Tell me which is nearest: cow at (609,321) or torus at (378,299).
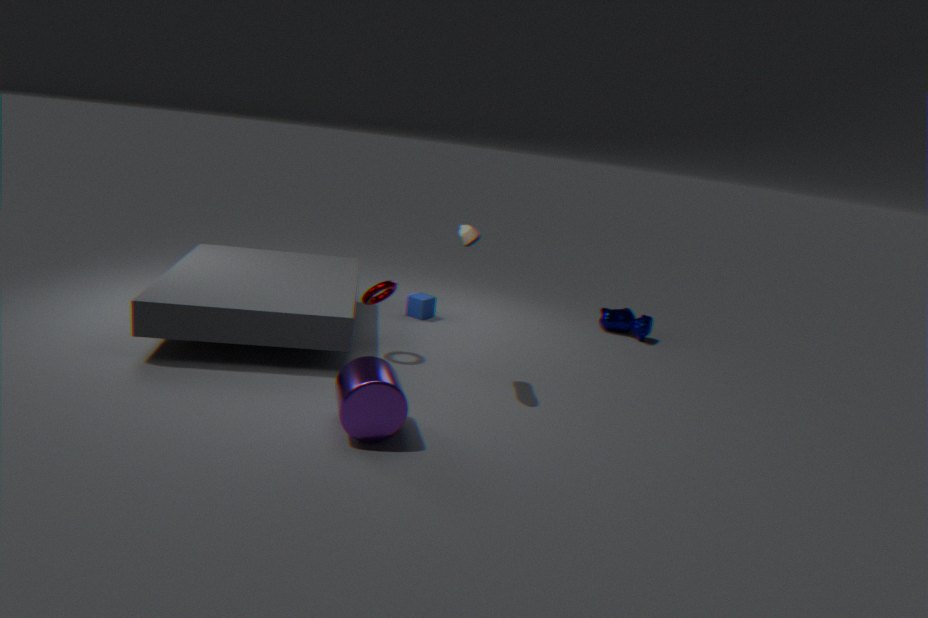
torus at (378,299)
